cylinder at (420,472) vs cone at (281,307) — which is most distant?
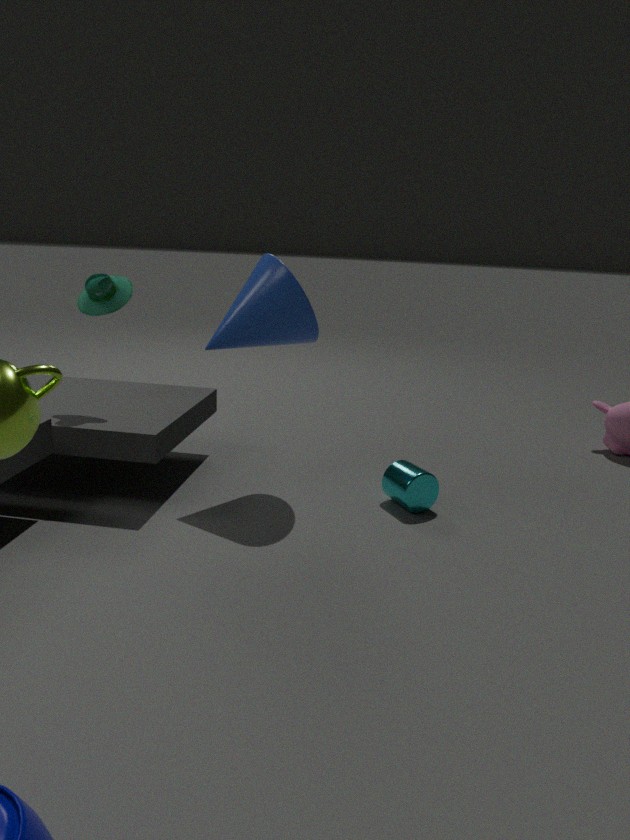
cylinder at (420,472)
